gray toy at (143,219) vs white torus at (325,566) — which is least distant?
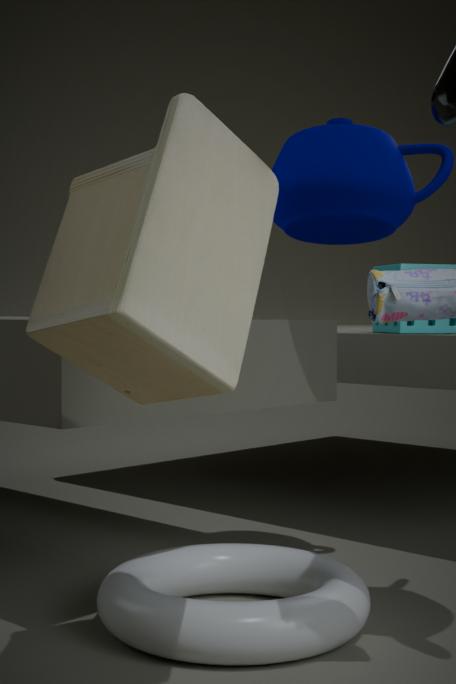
gray toy at (143,219)
